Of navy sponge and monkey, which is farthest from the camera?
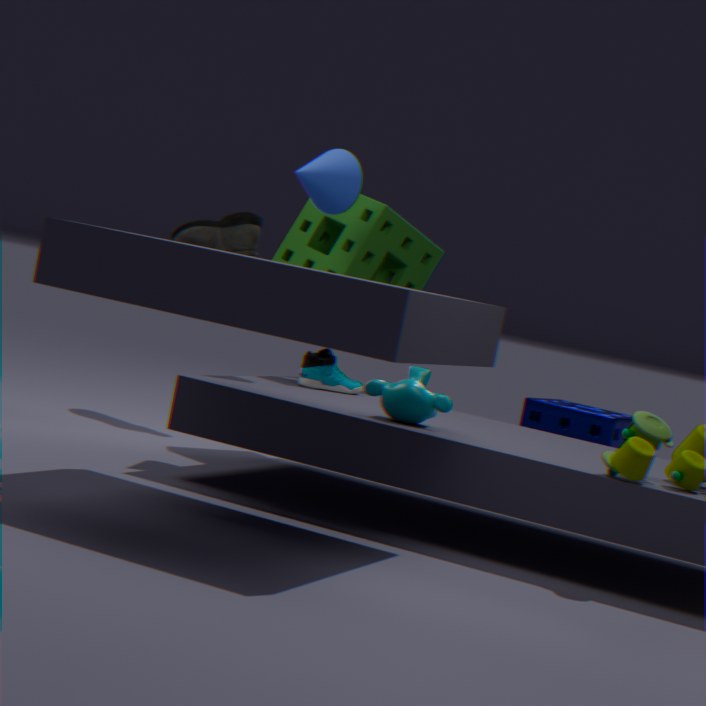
navy sponge
